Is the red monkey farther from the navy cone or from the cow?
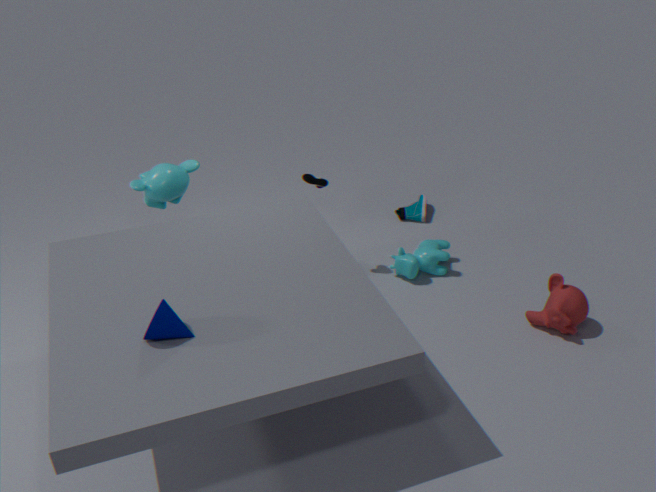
the navy cone
